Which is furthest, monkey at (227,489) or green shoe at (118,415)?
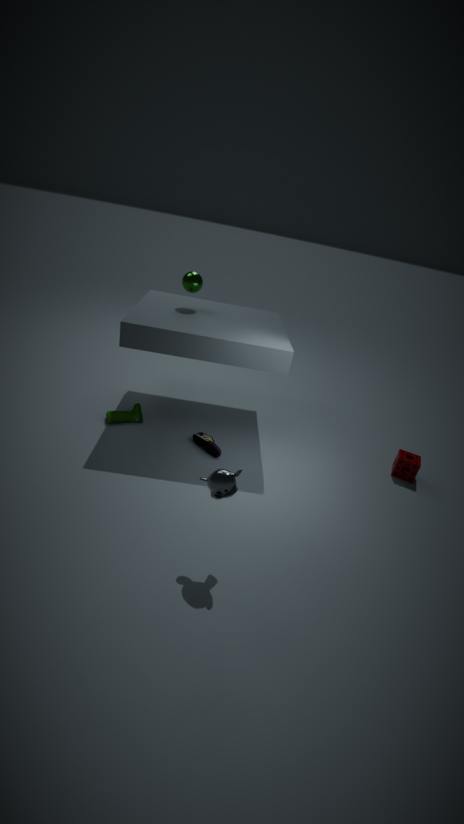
green shoe at (118,415)
